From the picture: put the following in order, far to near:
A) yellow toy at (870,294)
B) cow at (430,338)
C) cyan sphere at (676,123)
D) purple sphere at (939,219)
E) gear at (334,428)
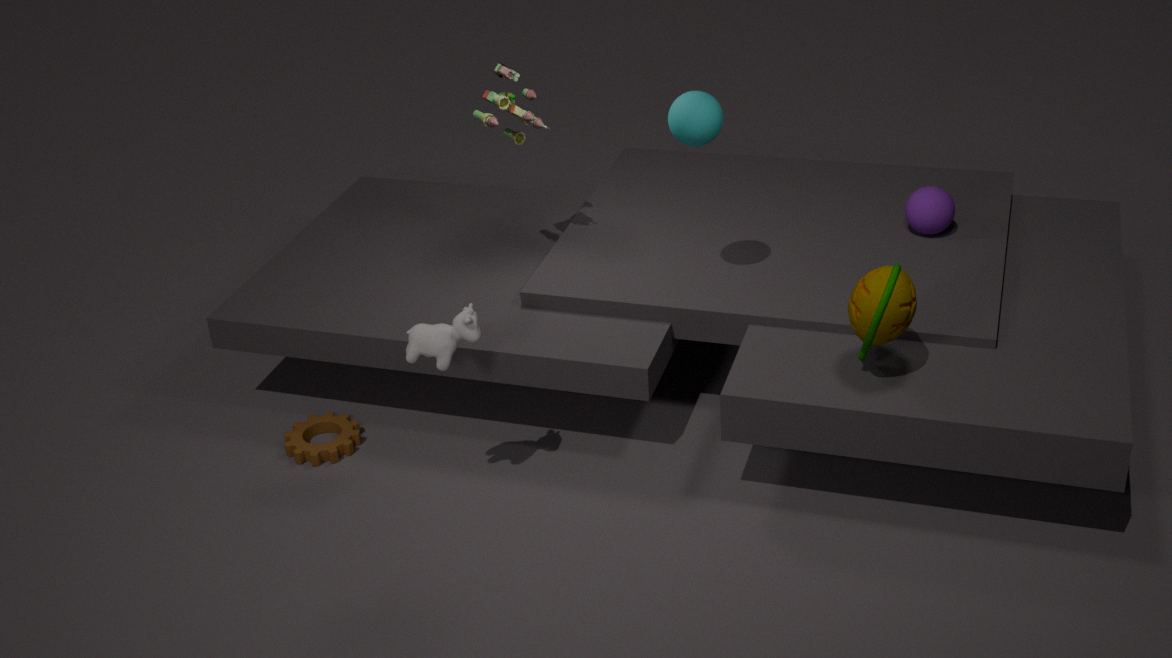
purple sphere at (939,219), gear at (334,428), cyan sphere at (676,123), cow at (430,338), yellow toy at (870,294)
